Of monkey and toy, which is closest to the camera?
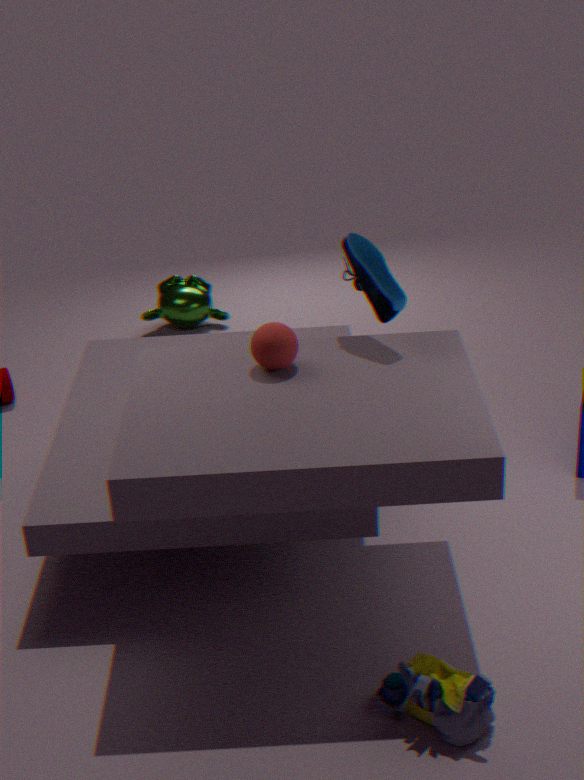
toy
